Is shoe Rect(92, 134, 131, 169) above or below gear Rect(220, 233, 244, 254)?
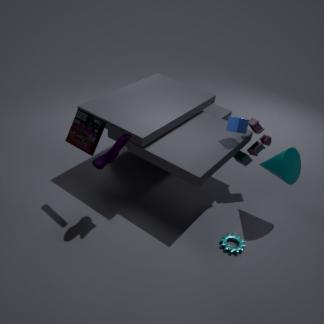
above
